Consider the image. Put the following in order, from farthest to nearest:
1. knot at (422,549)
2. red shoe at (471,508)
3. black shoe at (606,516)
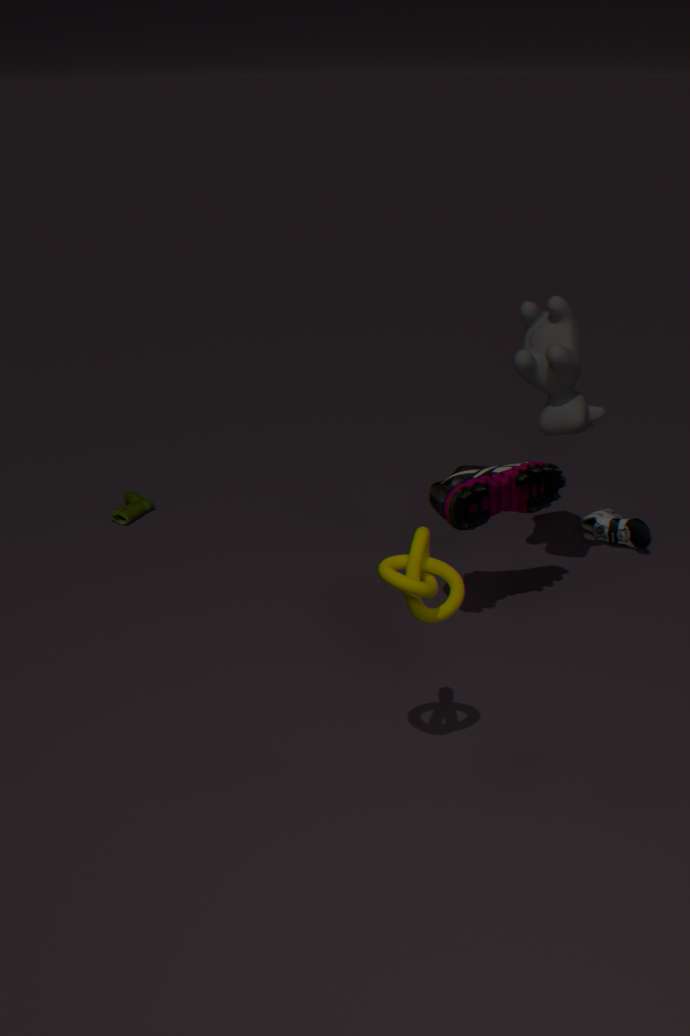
black shoe at (606,516) → red shoe at (471,508) → knot at (422,549)
